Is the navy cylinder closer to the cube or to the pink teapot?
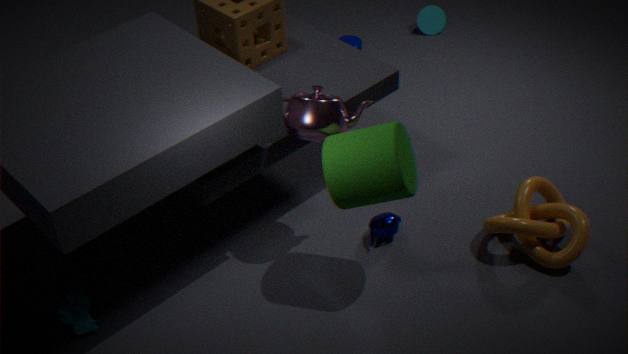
the pink teapot
